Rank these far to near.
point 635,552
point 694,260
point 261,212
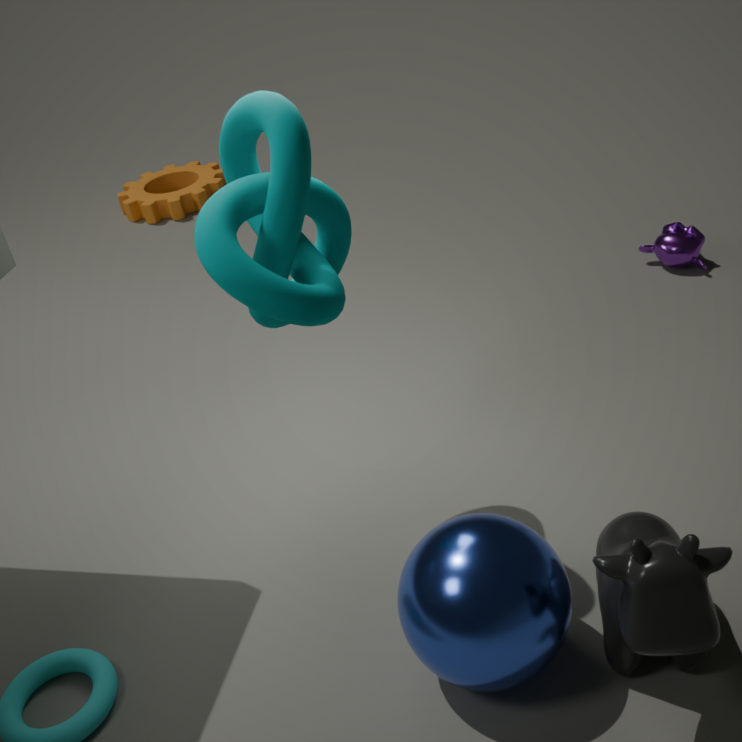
1. point 694,260
2. point 261,212
3. point 635,552
